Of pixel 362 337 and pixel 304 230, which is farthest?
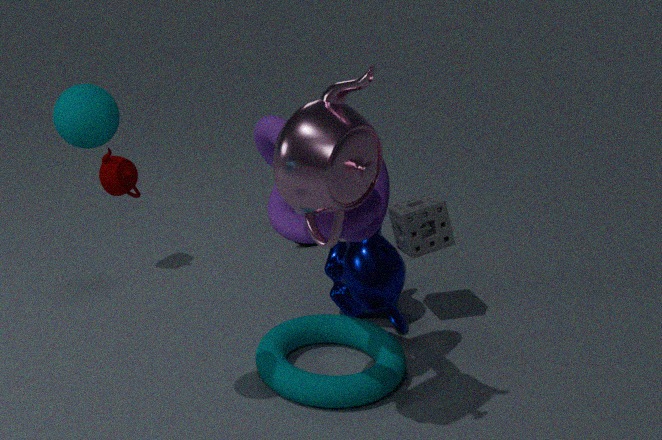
pixel 362 337
